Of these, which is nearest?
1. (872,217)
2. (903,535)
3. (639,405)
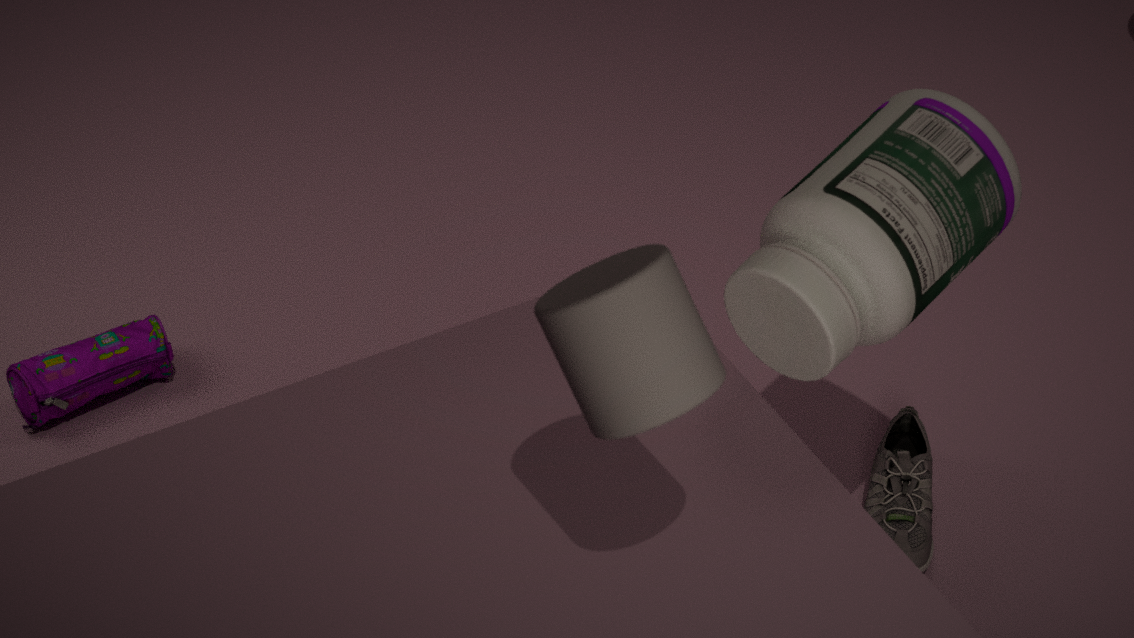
(639,405)
